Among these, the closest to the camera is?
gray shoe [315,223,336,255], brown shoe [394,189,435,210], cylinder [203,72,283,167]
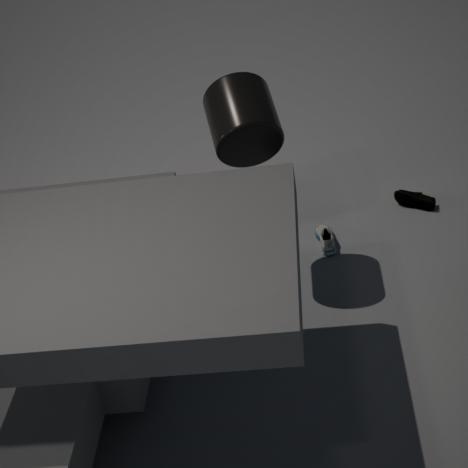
cylinder [203,72,283,167]
